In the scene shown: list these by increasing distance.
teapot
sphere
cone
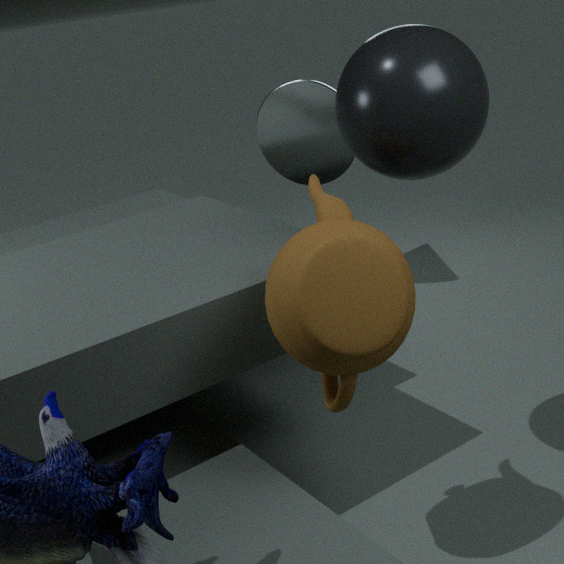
1. teapot
2. sphere
3. cone
